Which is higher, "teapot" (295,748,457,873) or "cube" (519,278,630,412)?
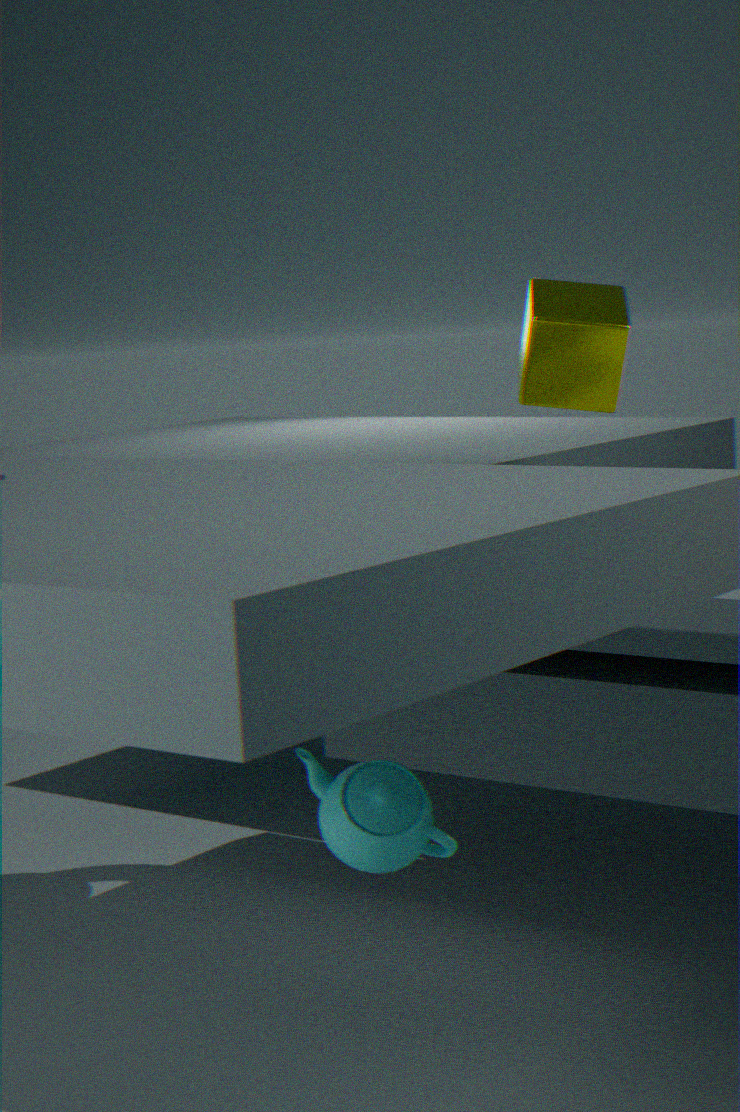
"cube" (519,278,630,412)
